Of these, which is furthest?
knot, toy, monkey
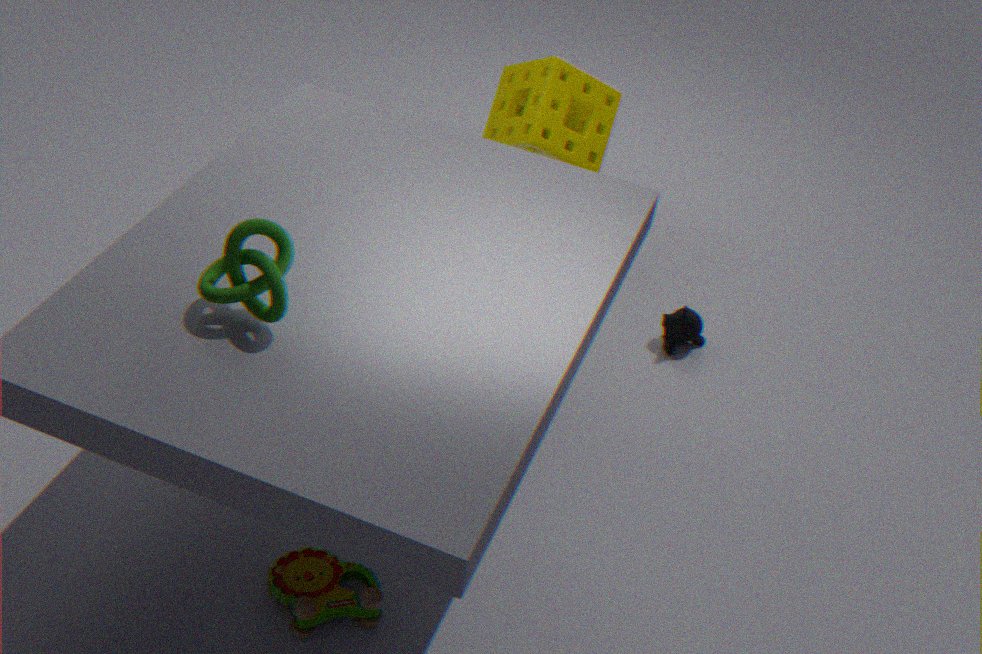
monkey
